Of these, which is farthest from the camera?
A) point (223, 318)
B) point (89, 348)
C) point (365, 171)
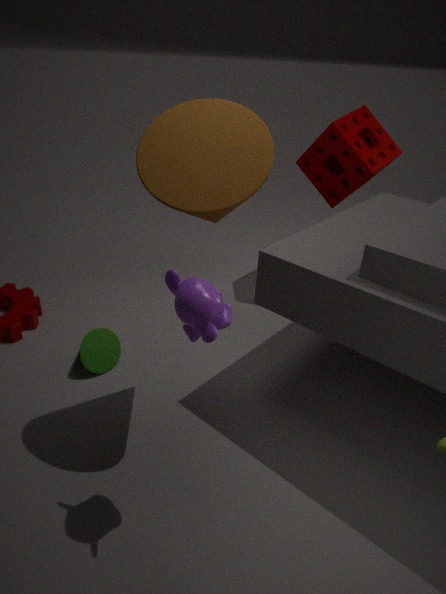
C. point (365, 171)
